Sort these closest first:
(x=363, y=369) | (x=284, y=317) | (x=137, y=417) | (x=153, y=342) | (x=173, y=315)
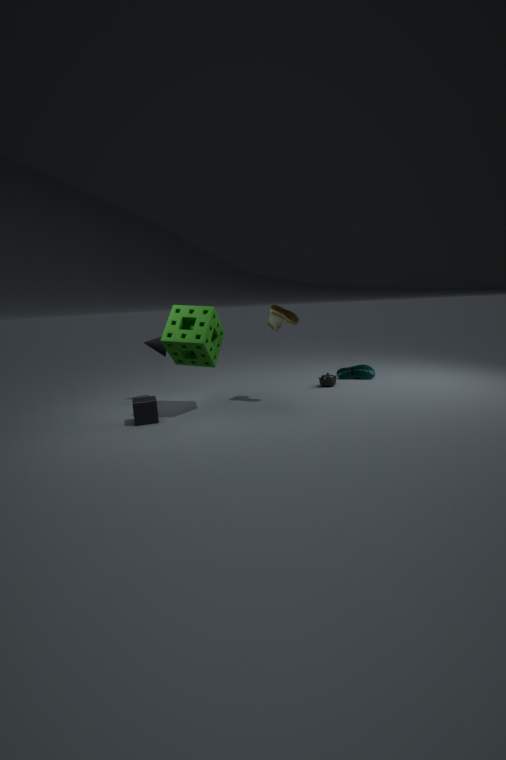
(x=137, y=417) → (x=173, y=315) → (x=284, y=317) → (x=153, y=342) → (x=363, y=369)
